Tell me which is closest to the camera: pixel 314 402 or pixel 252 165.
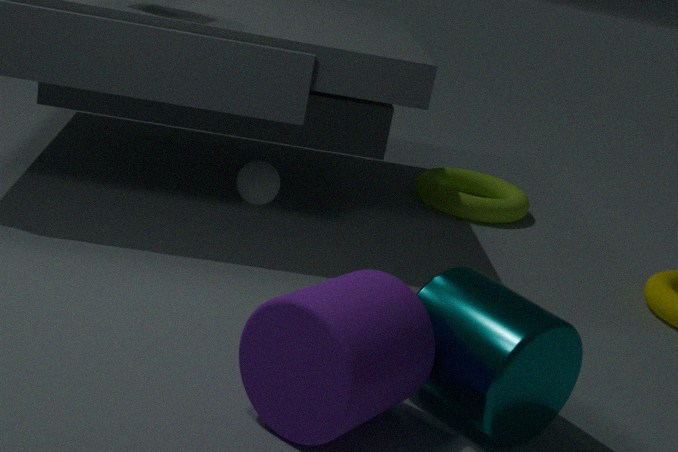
pixel 314 402
